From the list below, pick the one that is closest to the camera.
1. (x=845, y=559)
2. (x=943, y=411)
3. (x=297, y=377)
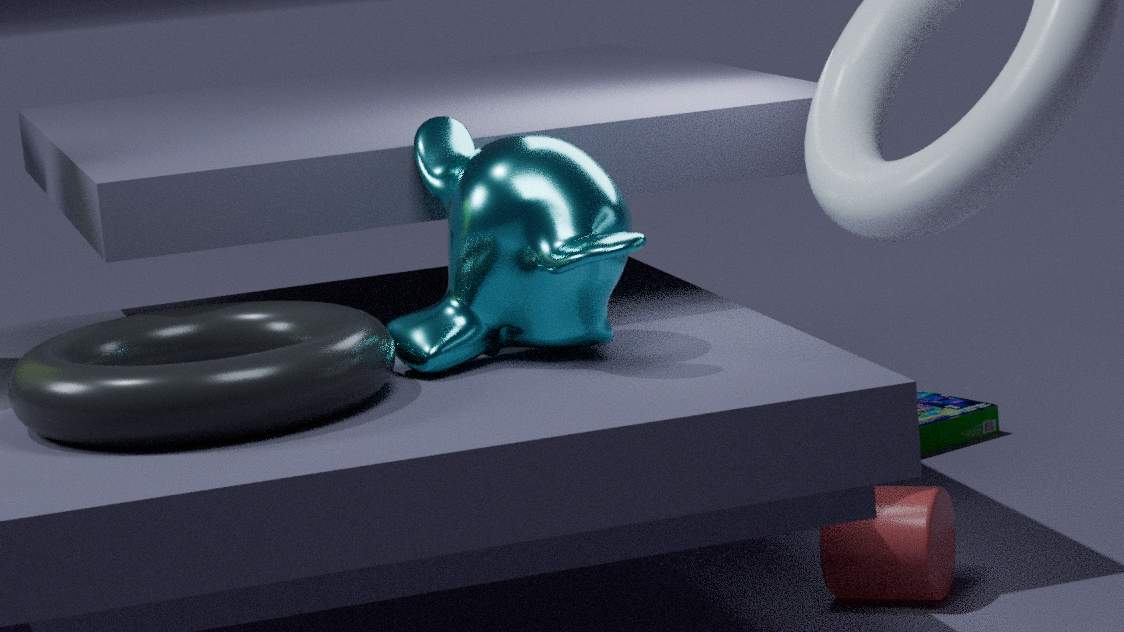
(x=297, y=377)
